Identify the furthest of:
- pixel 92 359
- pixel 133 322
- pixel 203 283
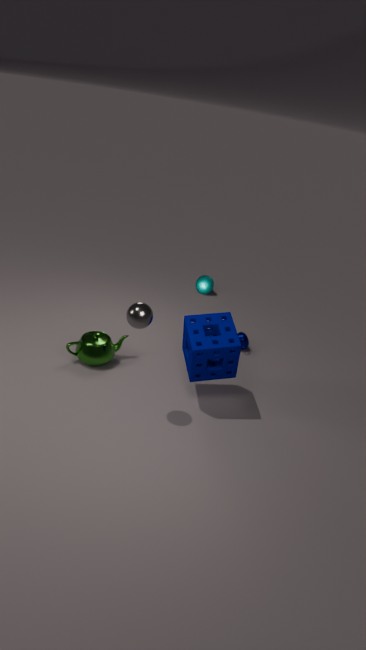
pixel 203 283
